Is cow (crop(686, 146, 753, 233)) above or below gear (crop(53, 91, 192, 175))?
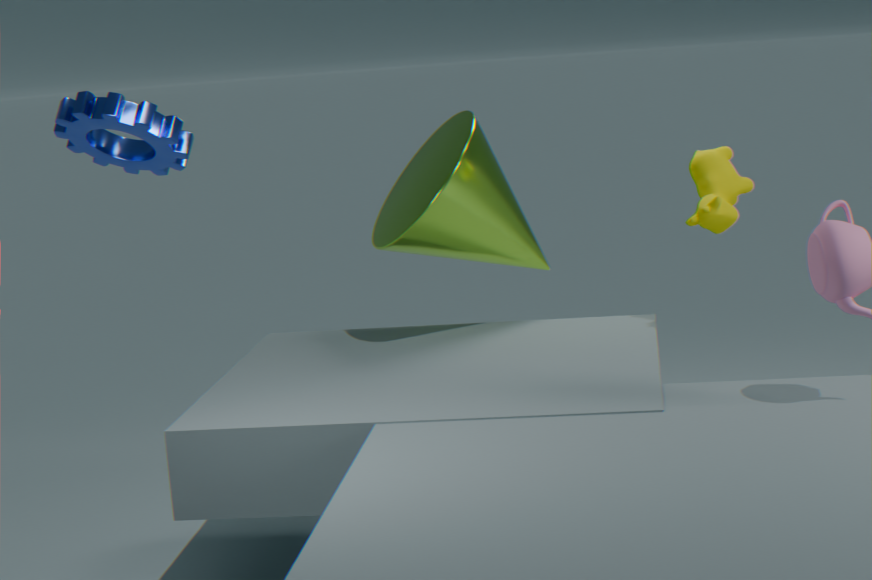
below
